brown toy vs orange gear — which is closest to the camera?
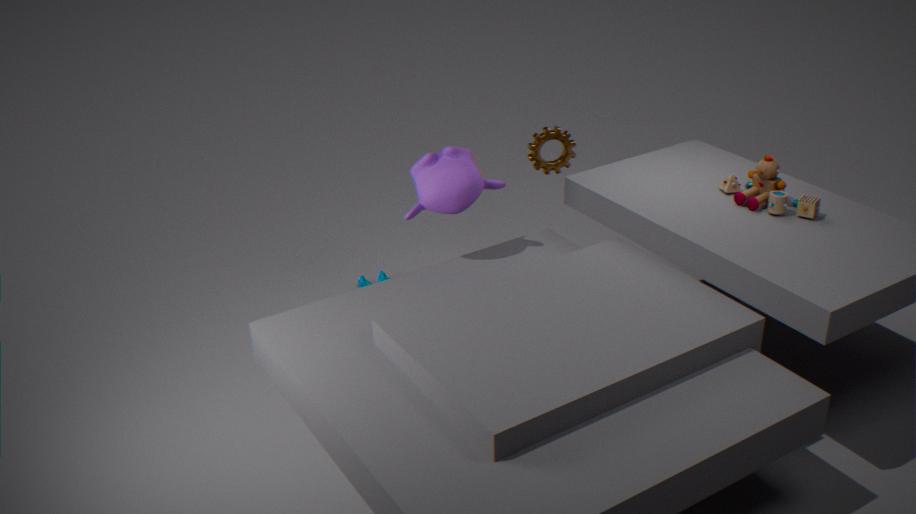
brown toy
